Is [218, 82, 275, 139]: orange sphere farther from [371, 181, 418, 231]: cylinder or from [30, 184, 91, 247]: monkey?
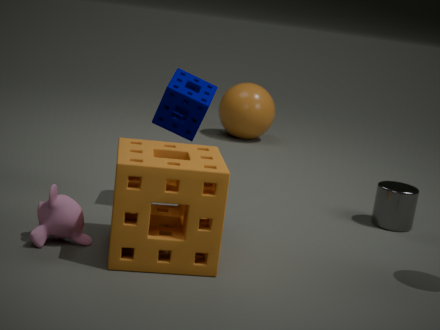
[30, 184, 91, 247]: monkey
